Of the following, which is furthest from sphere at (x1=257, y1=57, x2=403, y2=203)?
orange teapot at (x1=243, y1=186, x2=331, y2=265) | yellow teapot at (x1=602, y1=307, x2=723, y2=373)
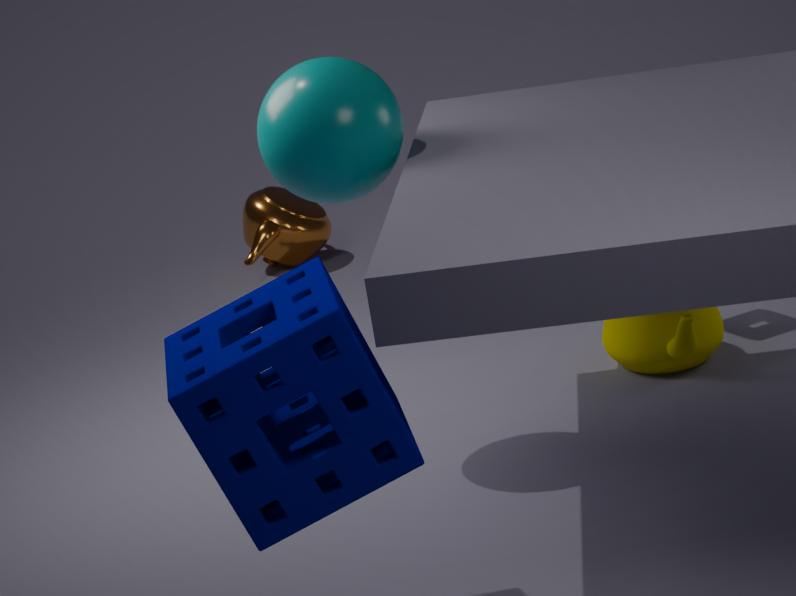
orange teapot at (x1=243, y1=186, x2=331, y2=265)
